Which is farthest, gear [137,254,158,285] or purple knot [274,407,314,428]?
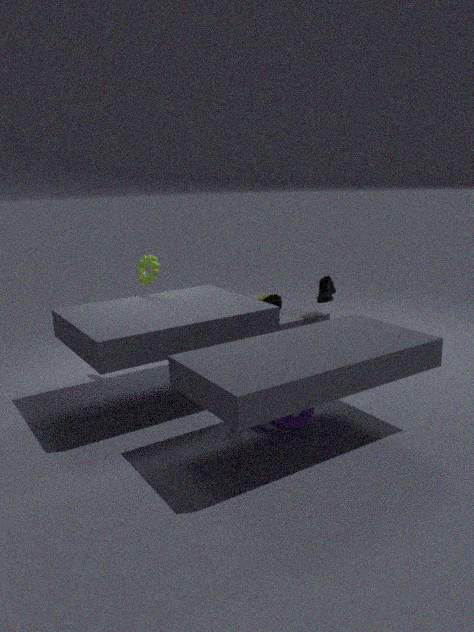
gear [137,254,158,285]
